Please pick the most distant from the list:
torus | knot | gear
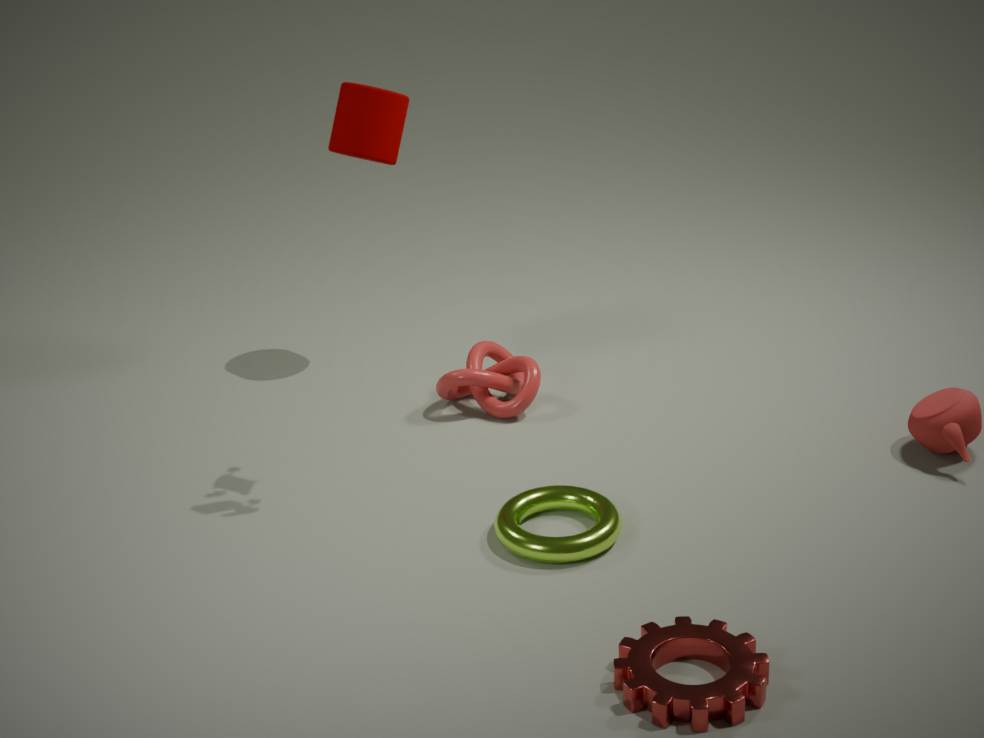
knot
